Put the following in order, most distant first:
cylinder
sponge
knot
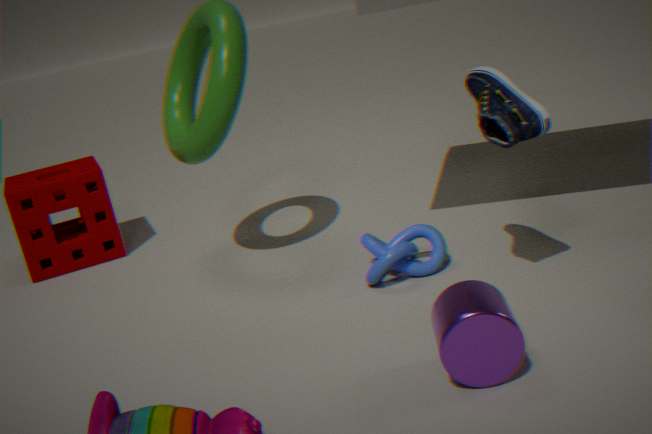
sponge
knot
cylinder
